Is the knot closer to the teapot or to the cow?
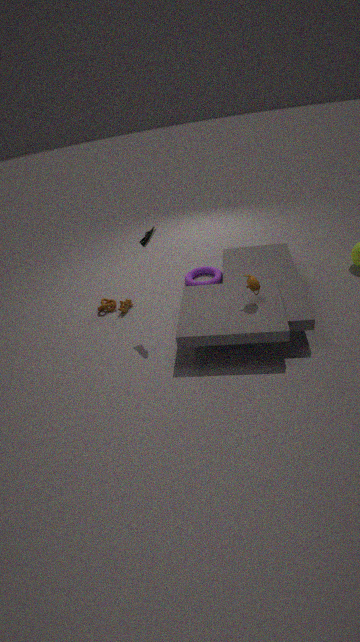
the cow
